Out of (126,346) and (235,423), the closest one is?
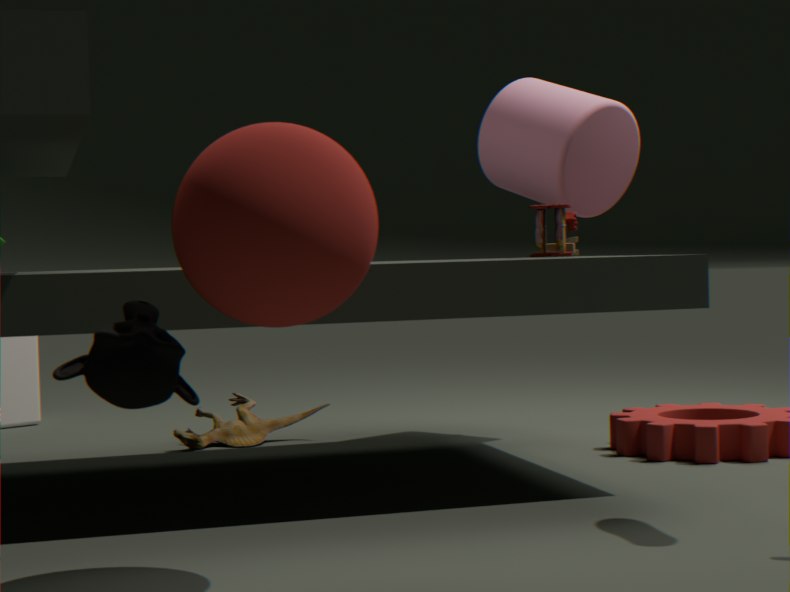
(126,346)
